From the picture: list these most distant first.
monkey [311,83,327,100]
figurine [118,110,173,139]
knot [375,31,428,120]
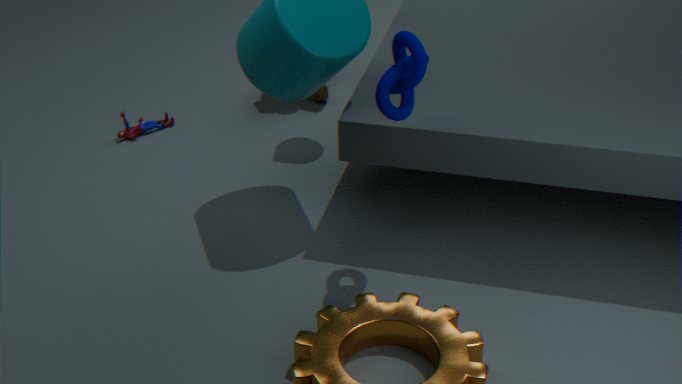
monkey [311,83,327,100] → figurine [118,110,173,139] → knot [375,31,428,120]
